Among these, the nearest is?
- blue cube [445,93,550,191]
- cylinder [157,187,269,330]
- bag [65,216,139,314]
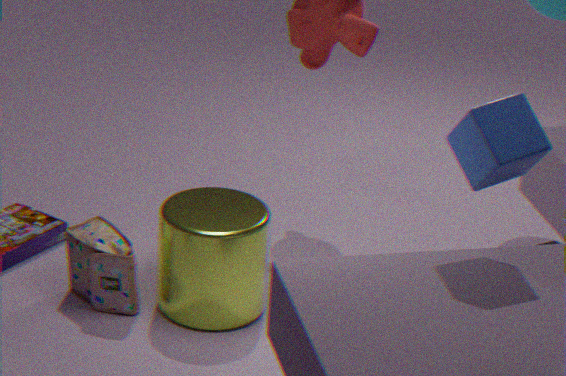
blue cube [445,93,550,191]
